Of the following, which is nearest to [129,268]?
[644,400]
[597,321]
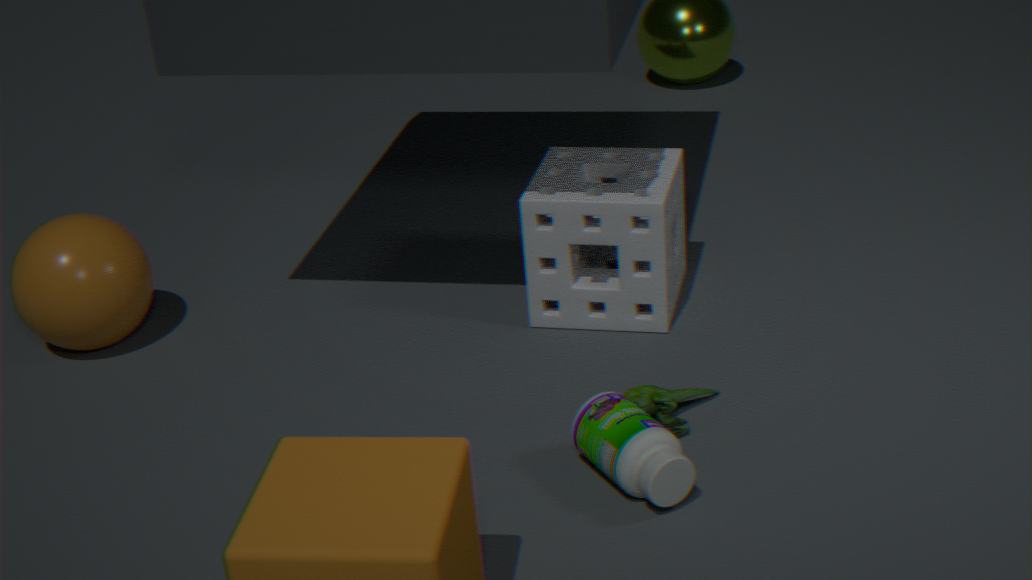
[597,321]
